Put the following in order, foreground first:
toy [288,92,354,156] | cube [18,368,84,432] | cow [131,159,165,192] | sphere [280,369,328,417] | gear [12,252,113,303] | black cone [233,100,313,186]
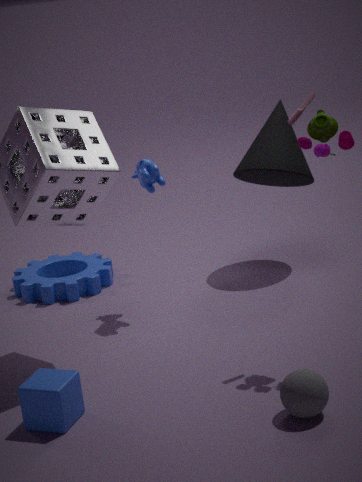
sphere [280,369,328,417] → cube [18,368,84,432] → toy [288,92,354,156] → cow [131,159,165,192] → black cone [233,100,313,186] → gear [12,252,113,303]
